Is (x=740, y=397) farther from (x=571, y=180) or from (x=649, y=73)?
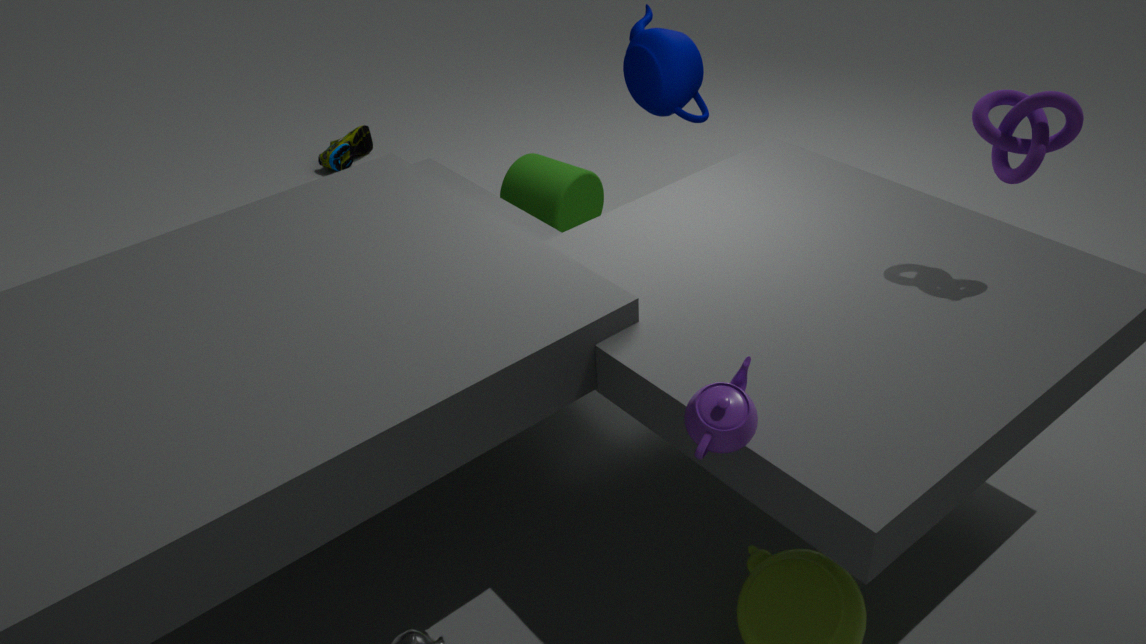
(x=571, y=180)
